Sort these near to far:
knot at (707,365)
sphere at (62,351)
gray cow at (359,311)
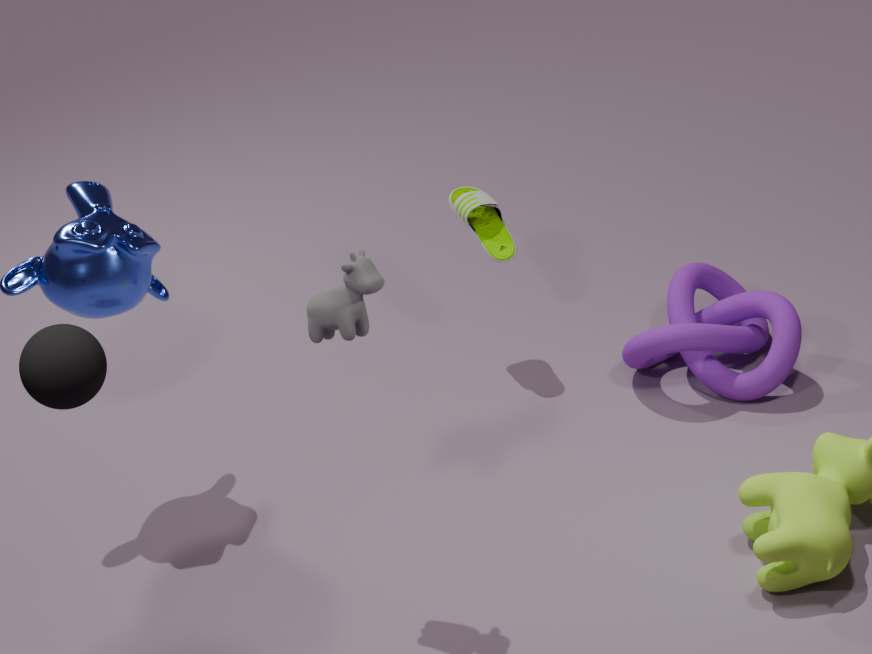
1. sphere at (62,351)
2. gray cow at (359,311)
3. knot at (707,365)
